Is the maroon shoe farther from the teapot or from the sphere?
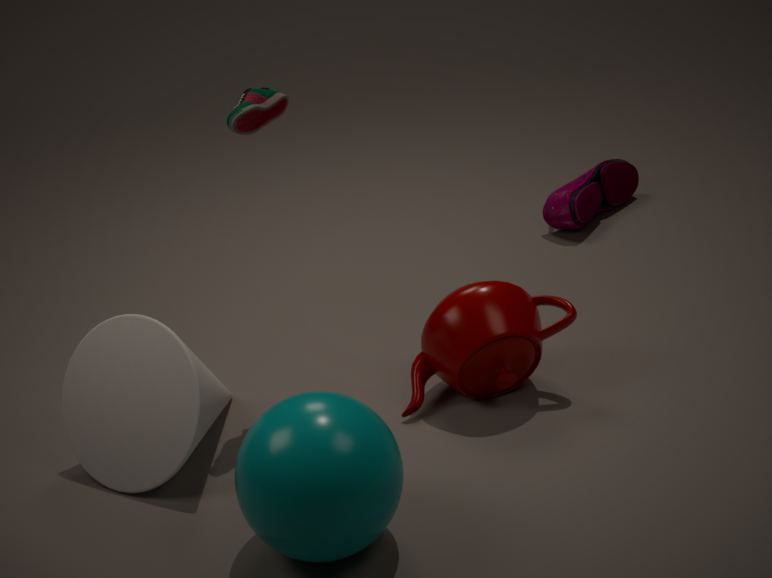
the sphere
